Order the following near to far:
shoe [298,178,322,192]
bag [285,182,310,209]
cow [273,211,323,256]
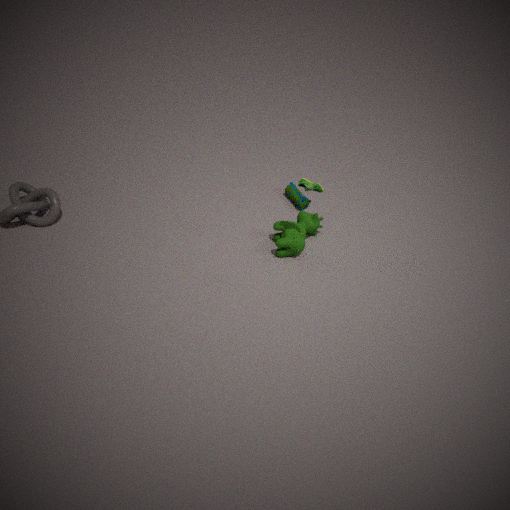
shoe [298,178,322,192]
cow [273,211,323,256]
bag [285,182,310,209]
